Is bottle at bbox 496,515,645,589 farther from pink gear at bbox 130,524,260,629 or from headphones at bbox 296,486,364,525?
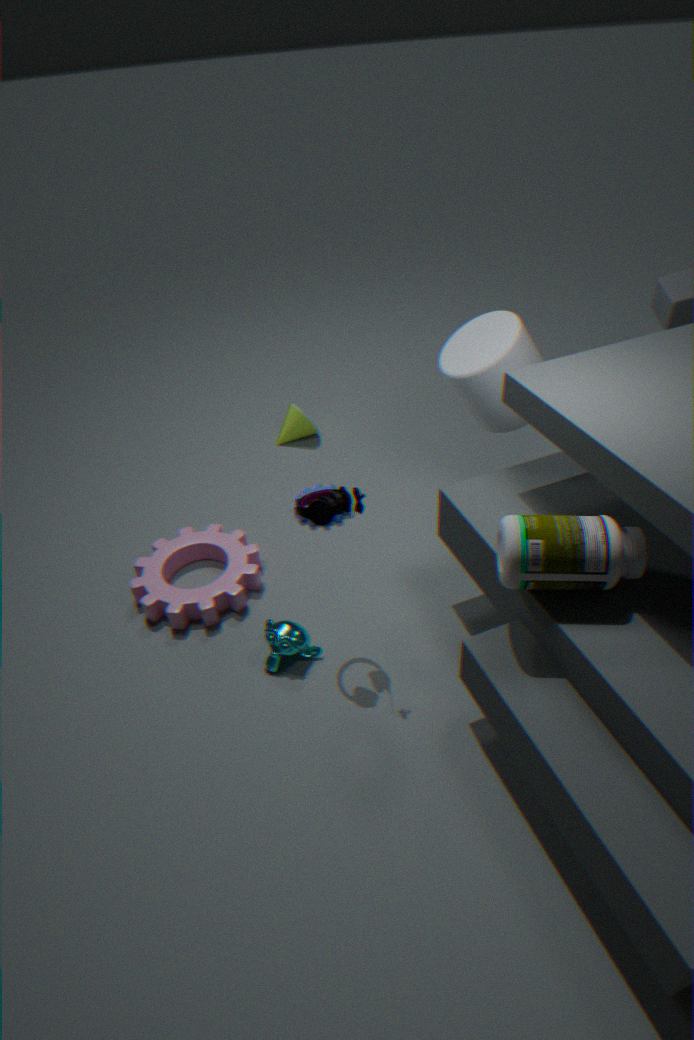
pink gear at bbox 130,524,260,629
